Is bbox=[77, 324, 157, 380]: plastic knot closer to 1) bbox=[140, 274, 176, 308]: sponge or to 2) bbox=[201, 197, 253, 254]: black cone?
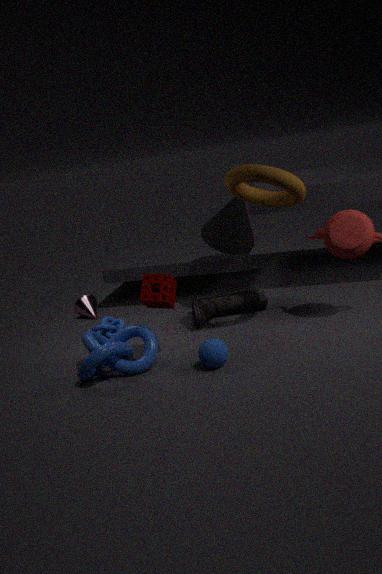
1) bbox=[140, 274, 176, 308]: sponge
